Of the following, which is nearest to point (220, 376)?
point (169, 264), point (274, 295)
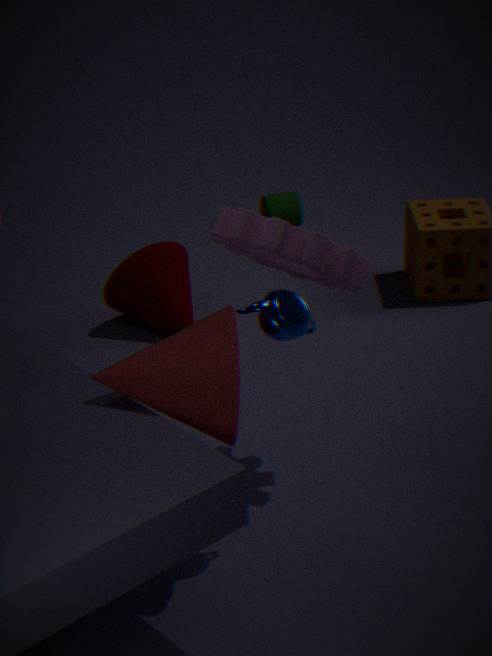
point (274, 295)
